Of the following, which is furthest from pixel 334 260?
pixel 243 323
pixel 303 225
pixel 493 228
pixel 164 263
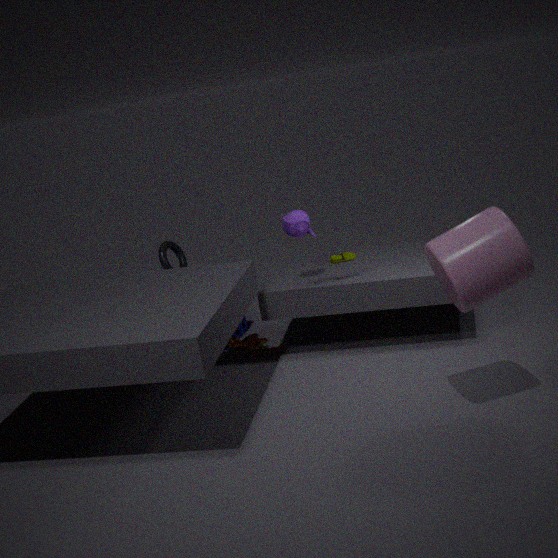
pixel 164 263
